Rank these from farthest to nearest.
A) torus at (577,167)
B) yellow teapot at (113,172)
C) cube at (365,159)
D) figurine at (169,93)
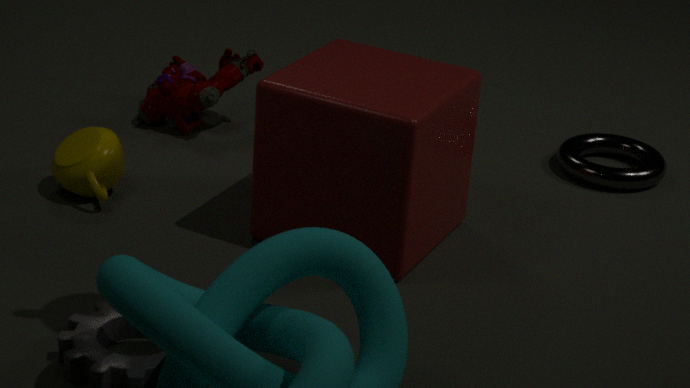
figurine at (169,93)
torus at (577,167)
yellow teapot at (113,172)
cube at (365,159)
